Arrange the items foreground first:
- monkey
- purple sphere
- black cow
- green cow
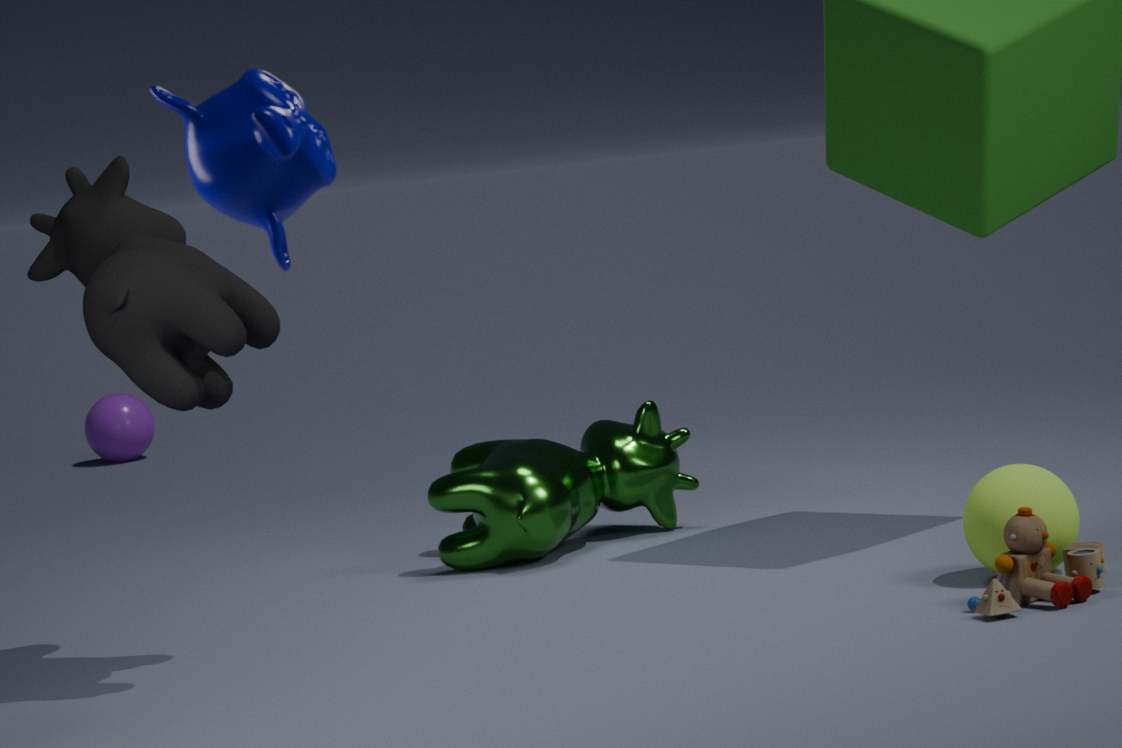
monkey → black cow → green cow → purple sphere
